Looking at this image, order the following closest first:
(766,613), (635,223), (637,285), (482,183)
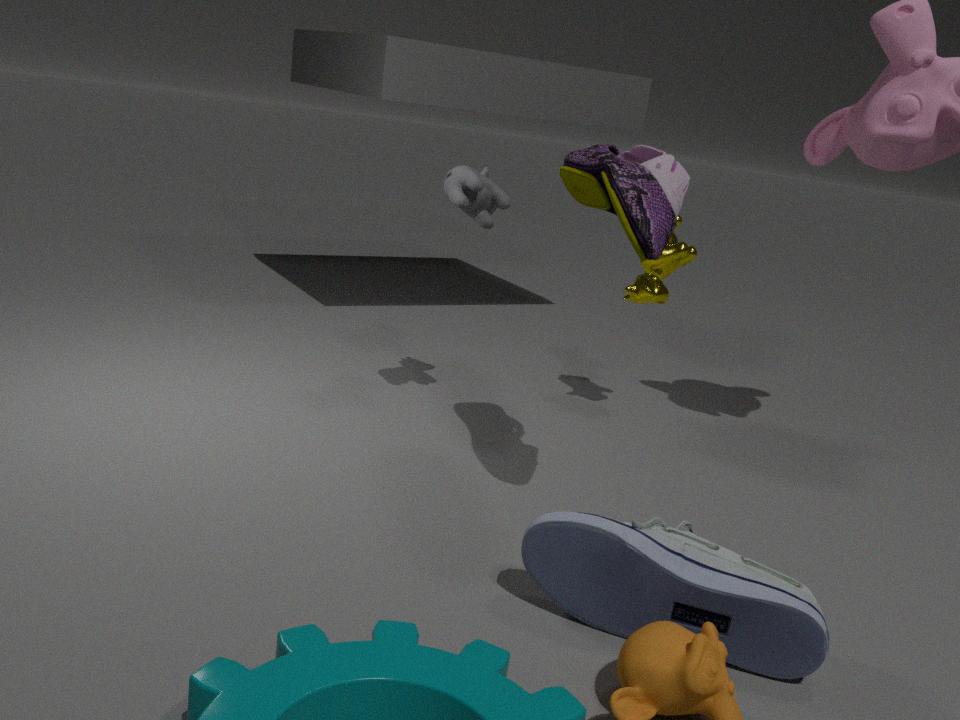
(766,613) → (635,223) → (482,183) → (637,285)
